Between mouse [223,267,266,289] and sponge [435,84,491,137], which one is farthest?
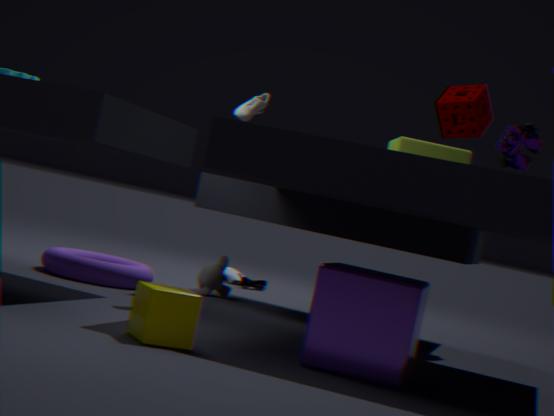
mouse [223,267,266,289]
